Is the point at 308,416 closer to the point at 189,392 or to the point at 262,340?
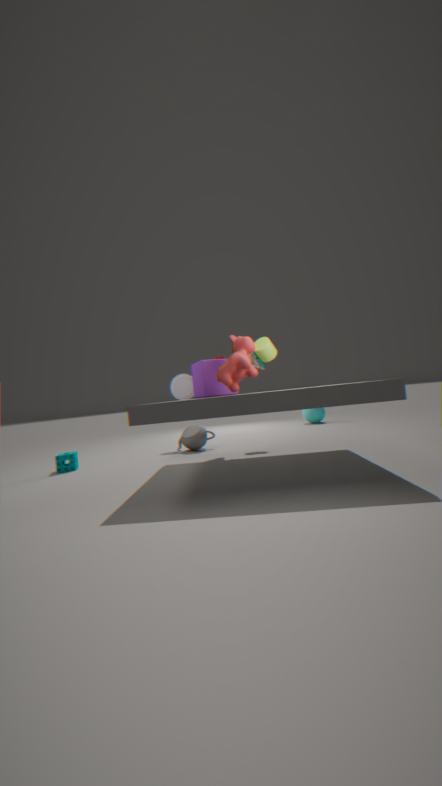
the point at 189,392
